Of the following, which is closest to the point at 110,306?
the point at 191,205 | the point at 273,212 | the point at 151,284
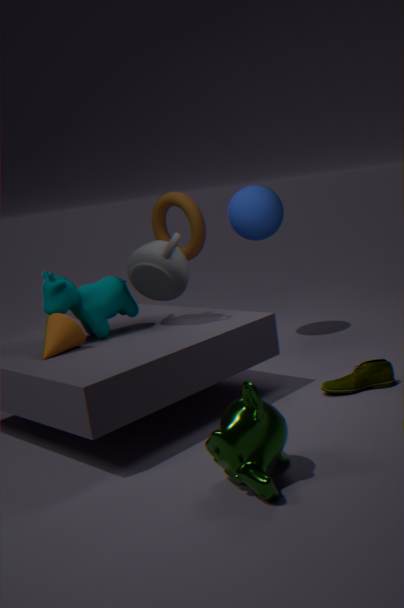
the point at 151,284
